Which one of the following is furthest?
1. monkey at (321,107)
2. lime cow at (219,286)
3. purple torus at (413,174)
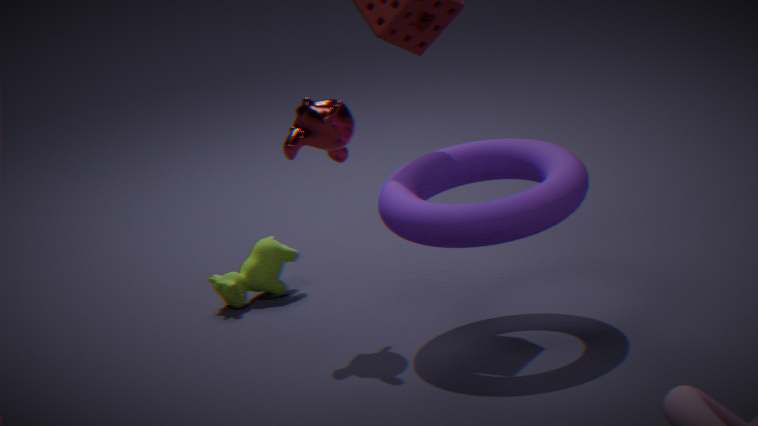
lime cow at (219,286)
